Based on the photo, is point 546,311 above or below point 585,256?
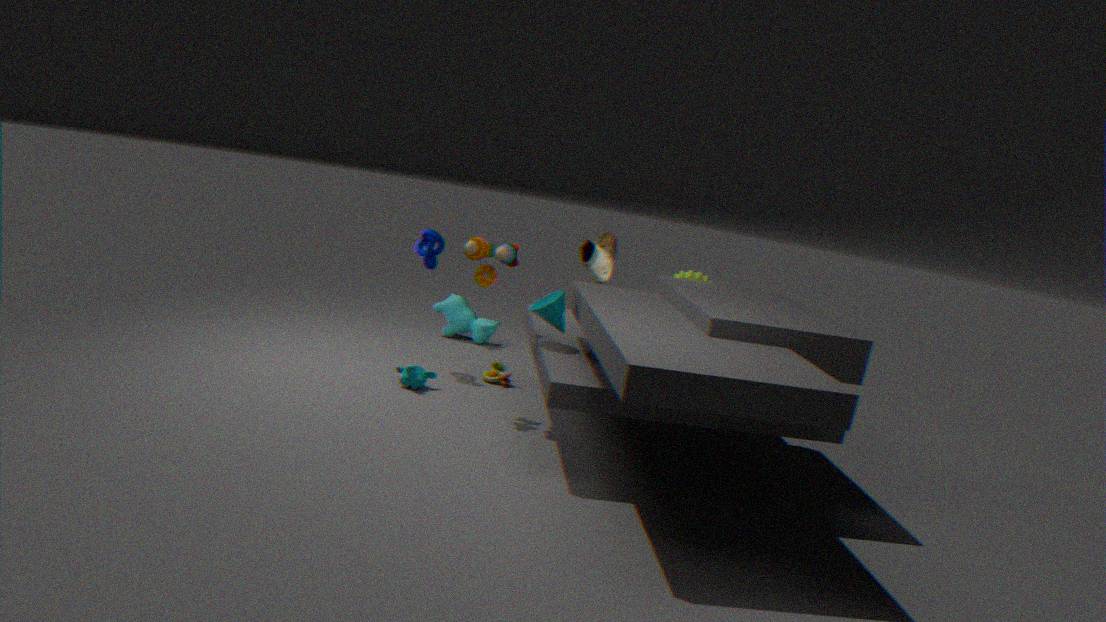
below
